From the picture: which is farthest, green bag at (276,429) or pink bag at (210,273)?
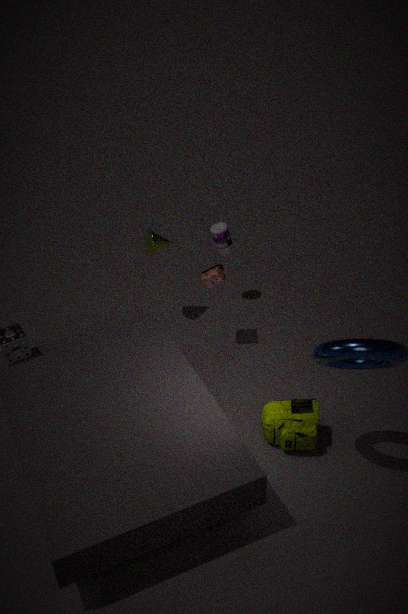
pink bag at (210,273)
